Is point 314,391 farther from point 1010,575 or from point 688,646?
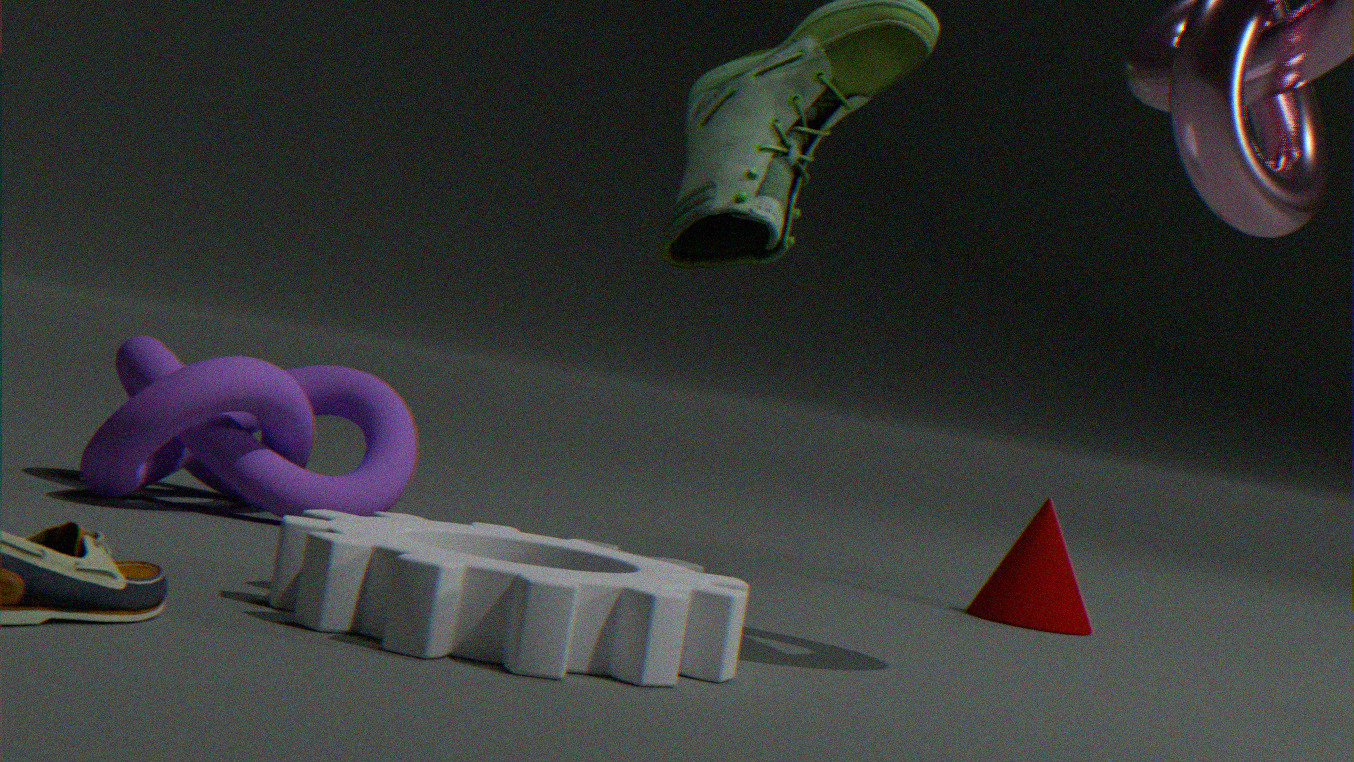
point 1010,575
